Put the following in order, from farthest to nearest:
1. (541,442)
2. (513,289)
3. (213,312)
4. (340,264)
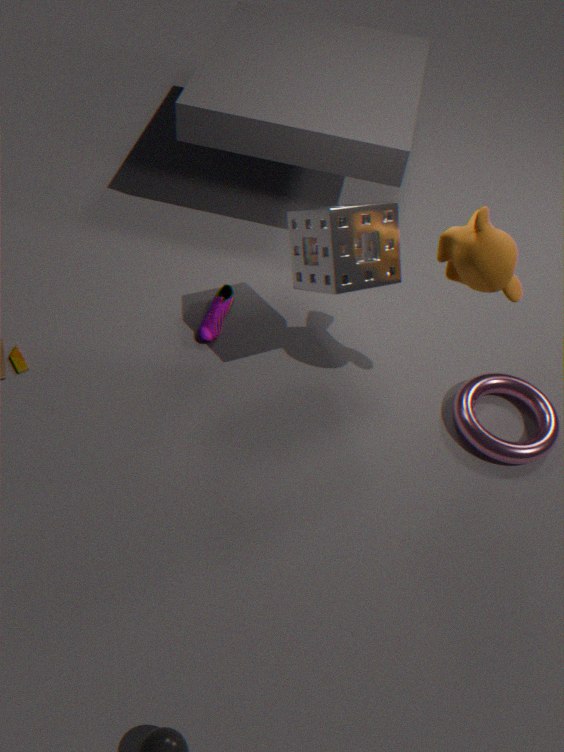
(213,312), (541,442), (513,289), (340,264)
